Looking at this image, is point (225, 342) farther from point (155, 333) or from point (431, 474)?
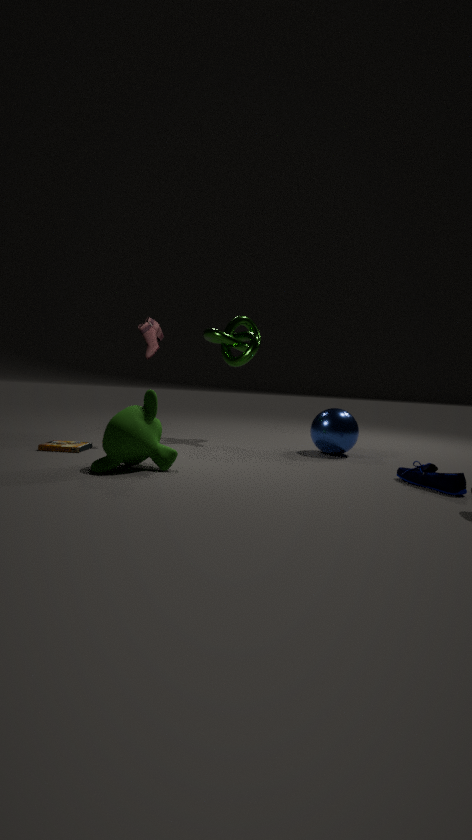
point (431, 474)
